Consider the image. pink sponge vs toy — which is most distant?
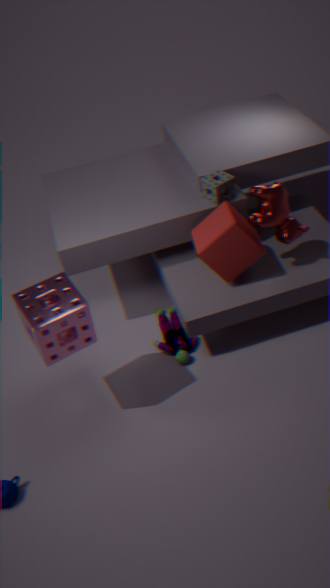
toy
